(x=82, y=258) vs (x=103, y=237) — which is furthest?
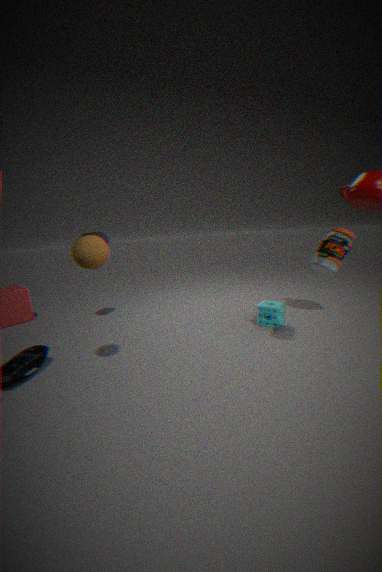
(x=103, y=237)
